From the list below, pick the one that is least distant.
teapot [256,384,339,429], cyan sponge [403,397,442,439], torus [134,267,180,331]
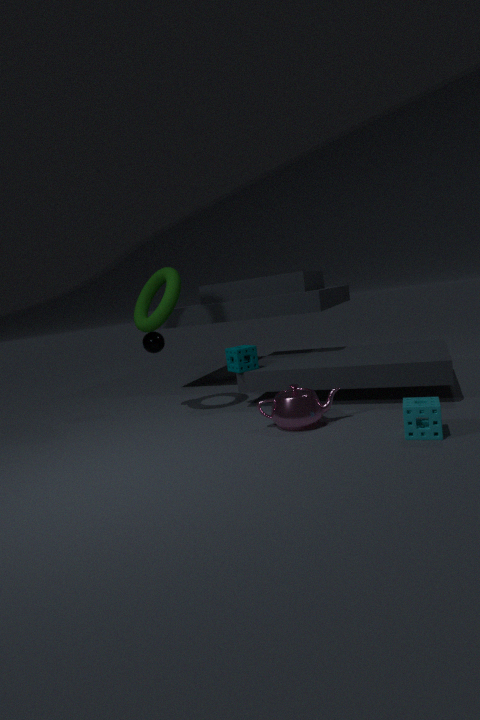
cyan sponge [403,397,442,439]
